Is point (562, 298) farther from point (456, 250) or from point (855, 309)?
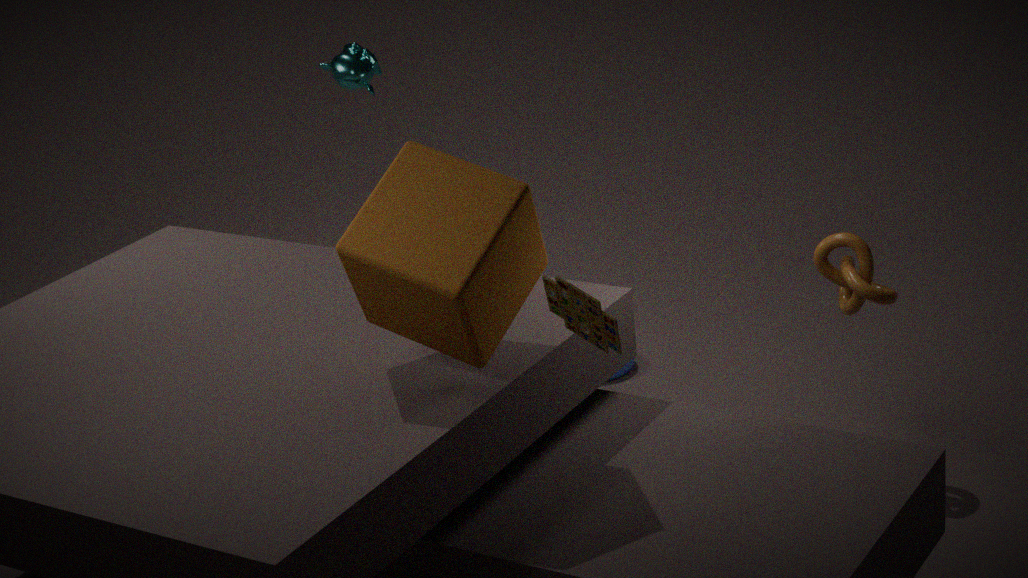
point (855, 309)
